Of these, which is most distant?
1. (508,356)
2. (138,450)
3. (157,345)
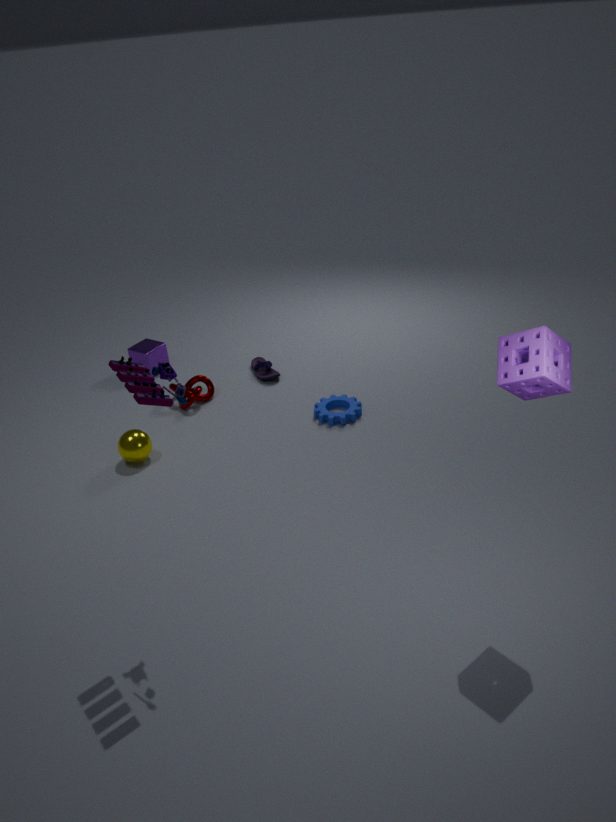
(157,345)
